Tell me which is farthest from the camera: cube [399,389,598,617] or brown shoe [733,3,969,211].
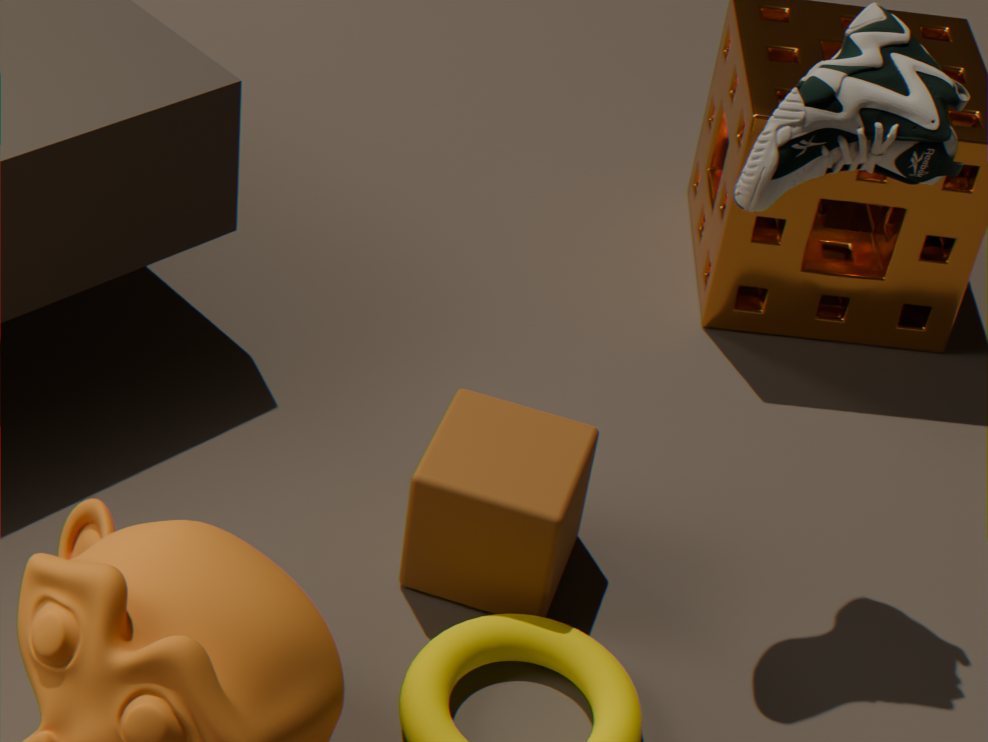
cube [399,389,598,617]
